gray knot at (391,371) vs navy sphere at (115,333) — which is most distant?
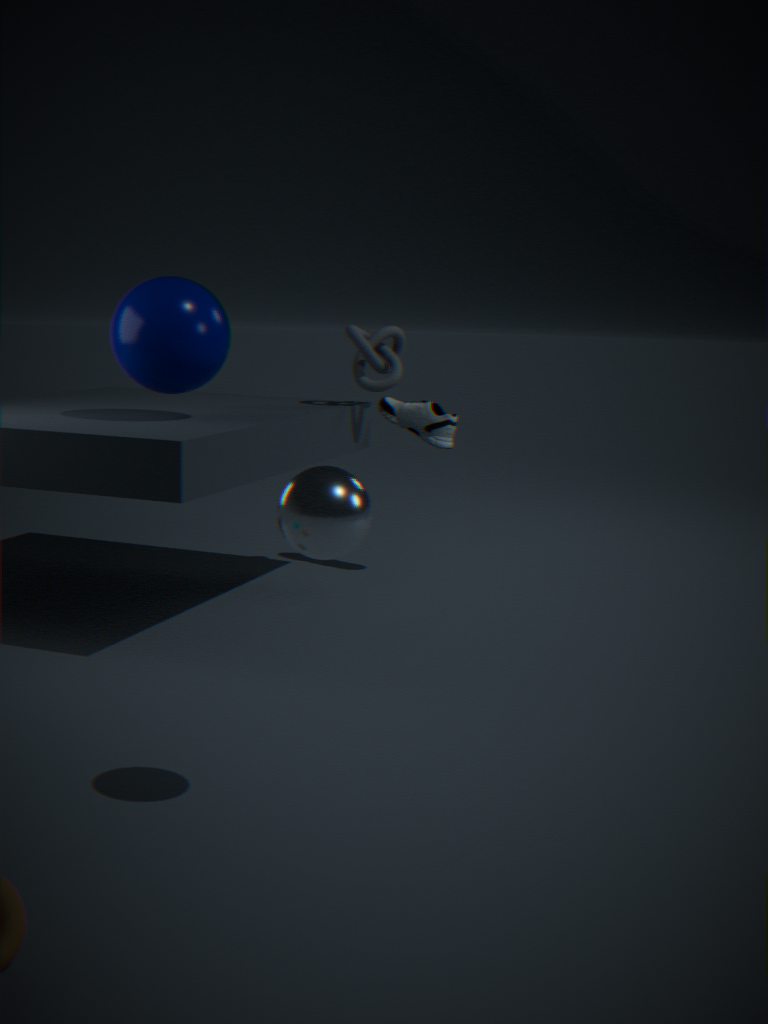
gray knot at (391,371)
